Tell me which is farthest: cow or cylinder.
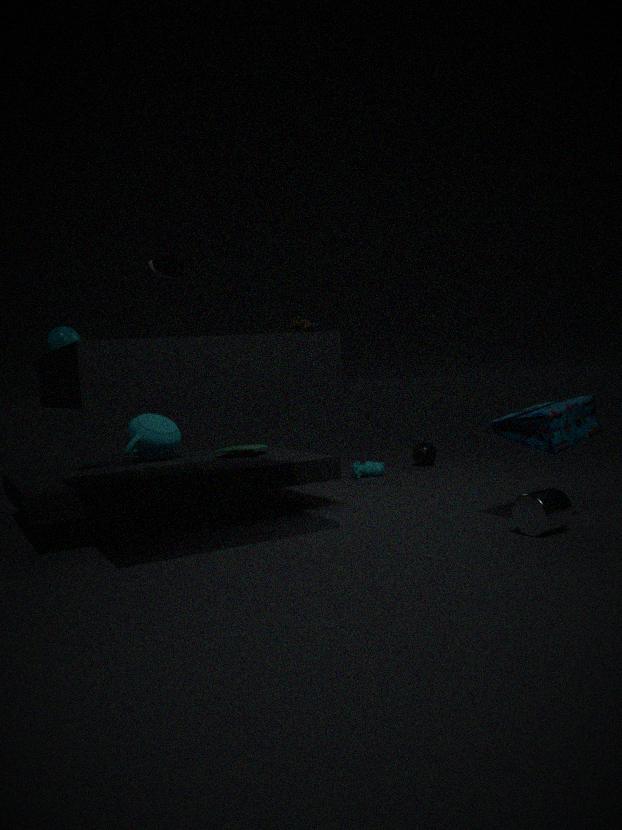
cow
